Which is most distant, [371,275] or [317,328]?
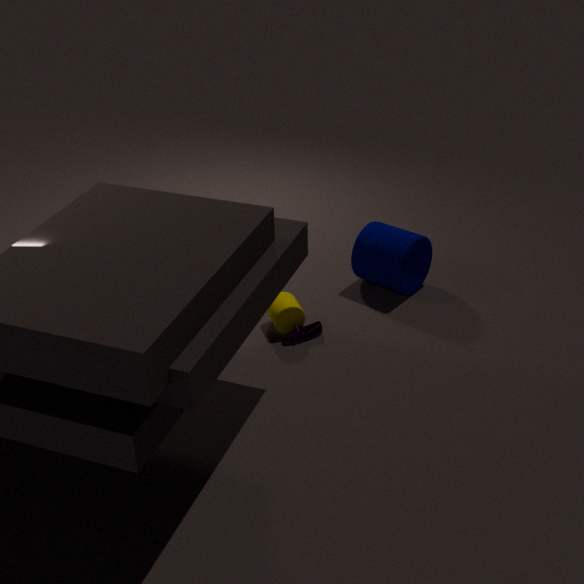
[371,275]
